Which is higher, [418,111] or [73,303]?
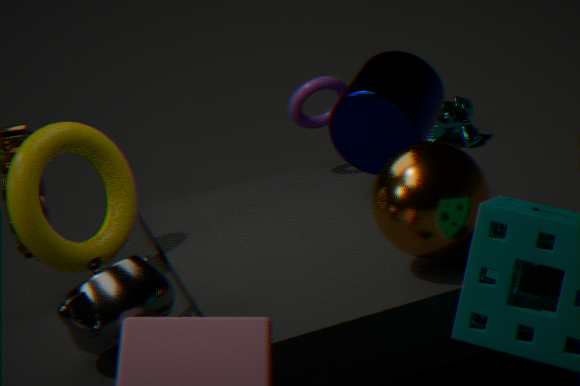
[418,111]
